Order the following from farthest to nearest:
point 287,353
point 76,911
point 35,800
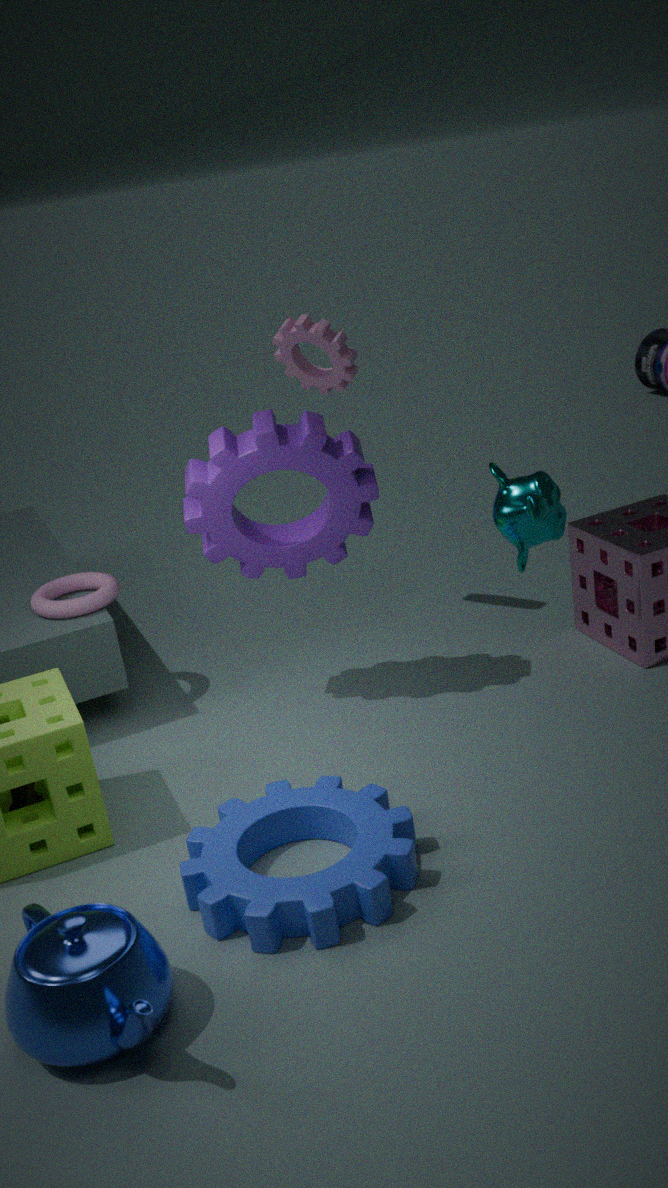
point 287,353 → point 35,800 → point 76,911
